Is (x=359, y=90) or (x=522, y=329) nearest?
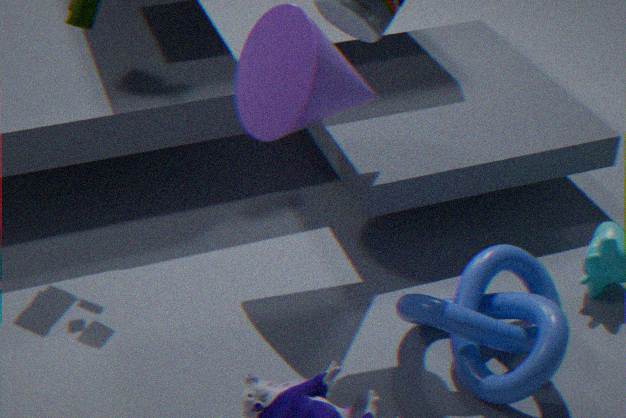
(x=522, y=329)
